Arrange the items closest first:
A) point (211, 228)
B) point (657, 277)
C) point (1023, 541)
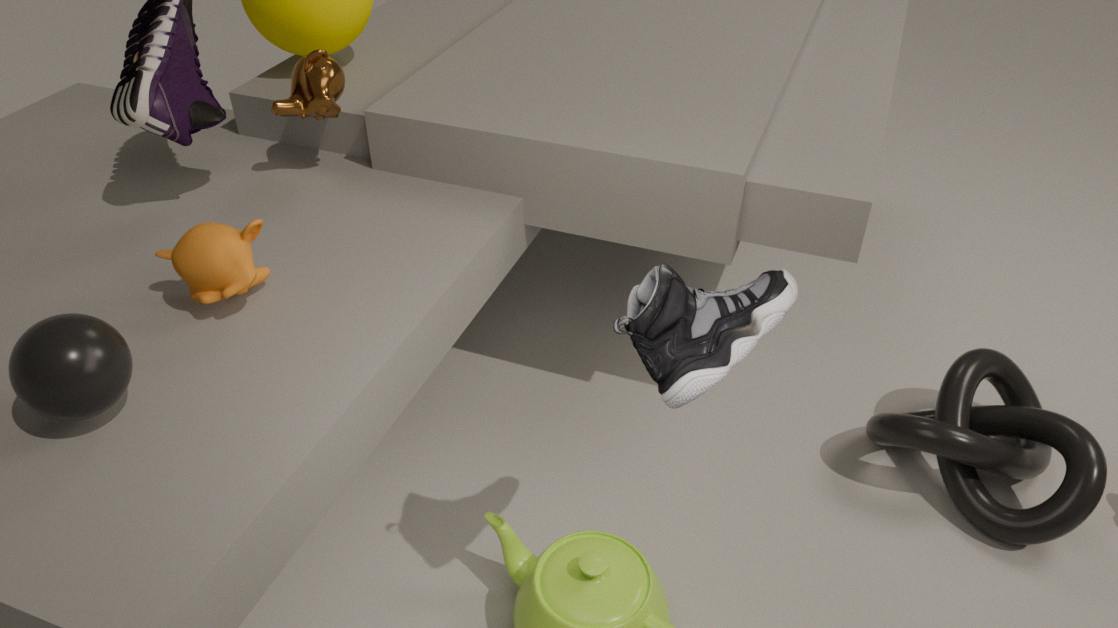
point (657, 277) < point (211, 228) < point (1023, 541)
